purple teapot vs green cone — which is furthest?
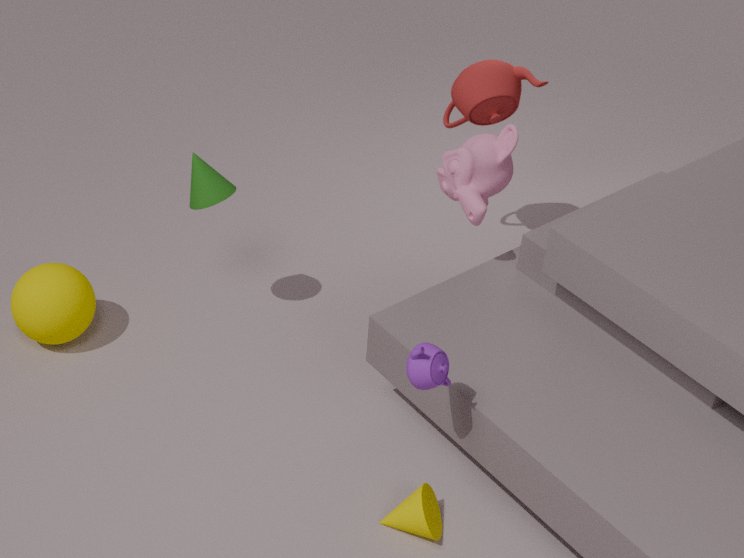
green cone
